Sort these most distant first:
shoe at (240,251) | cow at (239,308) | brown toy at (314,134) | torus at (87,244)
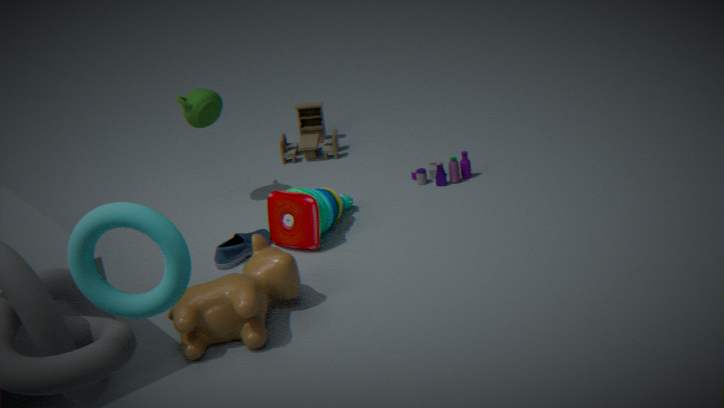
brown toy at (314,134) < shoe at (240,251) < cow at (239,308) < torus at (87,244)
